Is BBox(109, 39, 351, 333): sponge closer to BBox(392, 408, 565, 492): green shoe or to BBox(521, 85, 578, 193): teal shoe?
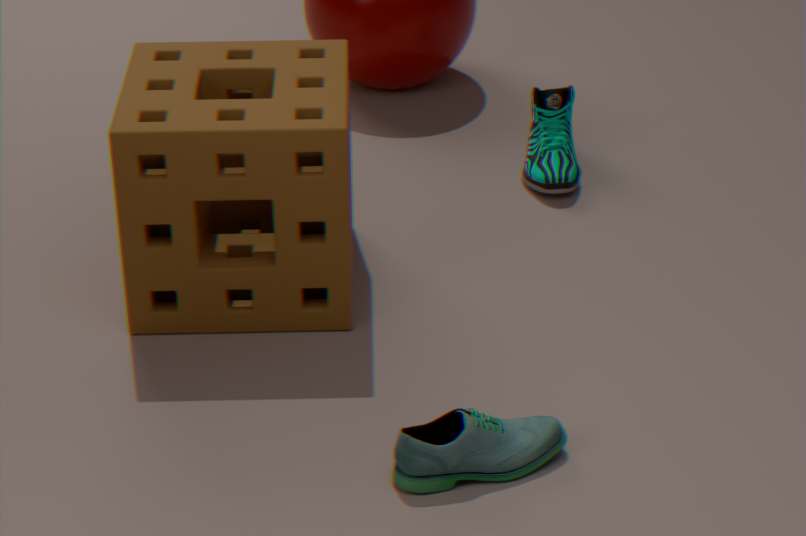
BBox(521, 85, 578, 193): teal shoe
